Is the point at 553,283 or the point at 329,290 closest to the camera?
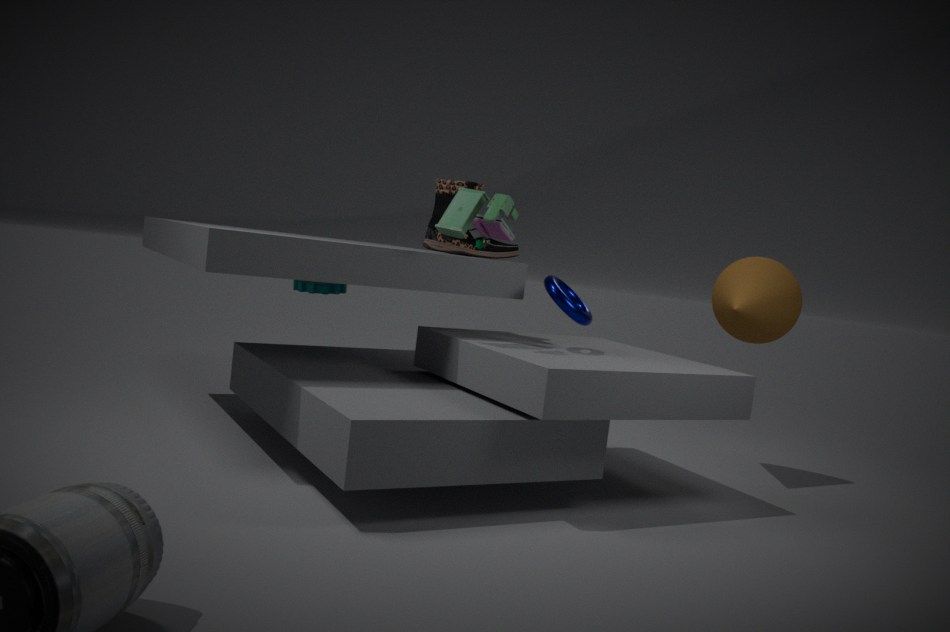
the point at 553,283
